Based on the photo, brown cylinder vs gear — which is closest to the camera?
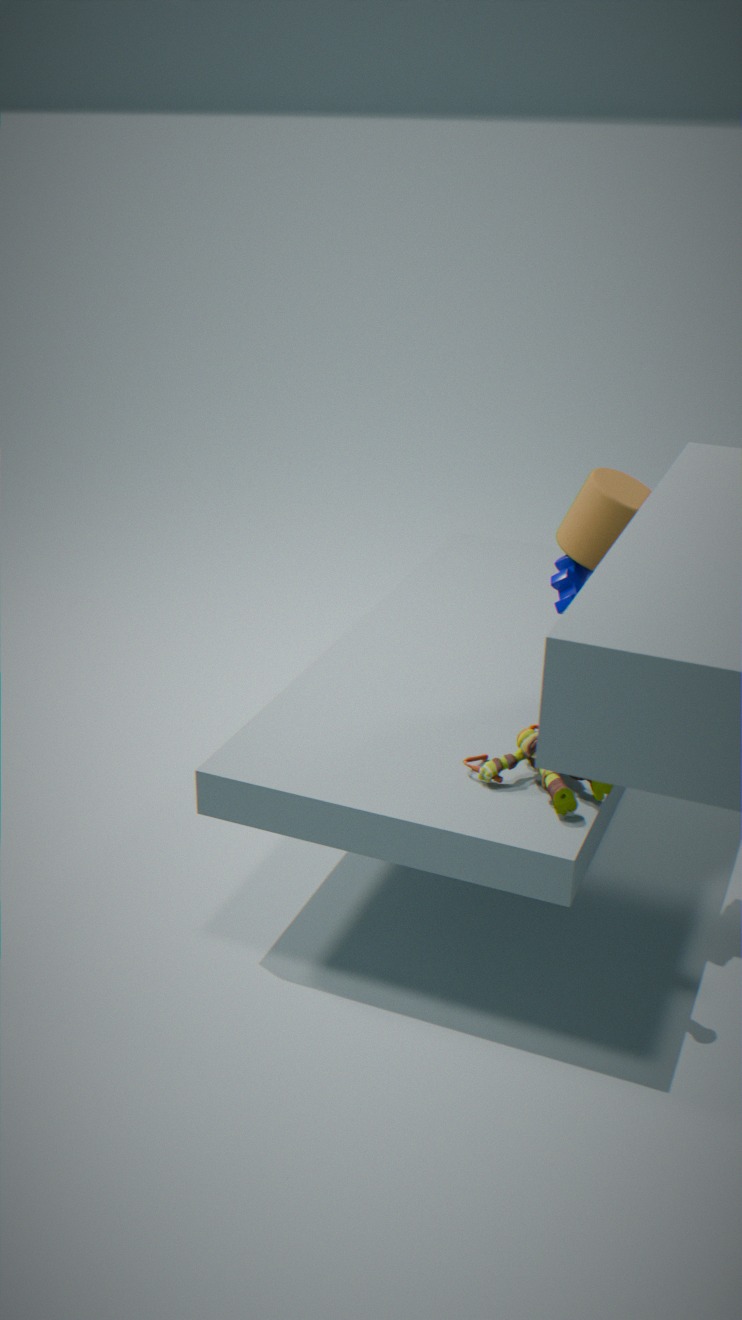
brown cylinder
